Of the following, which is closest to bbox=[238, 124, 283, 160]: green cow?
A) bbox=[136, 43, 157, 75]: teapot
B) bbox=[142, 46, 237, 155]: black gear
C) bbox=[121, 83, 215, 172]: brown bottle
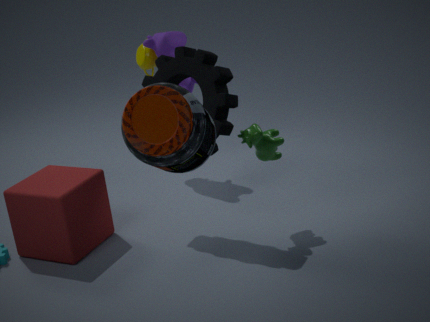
bbox=[142, 46, 237, 155]: black gear
